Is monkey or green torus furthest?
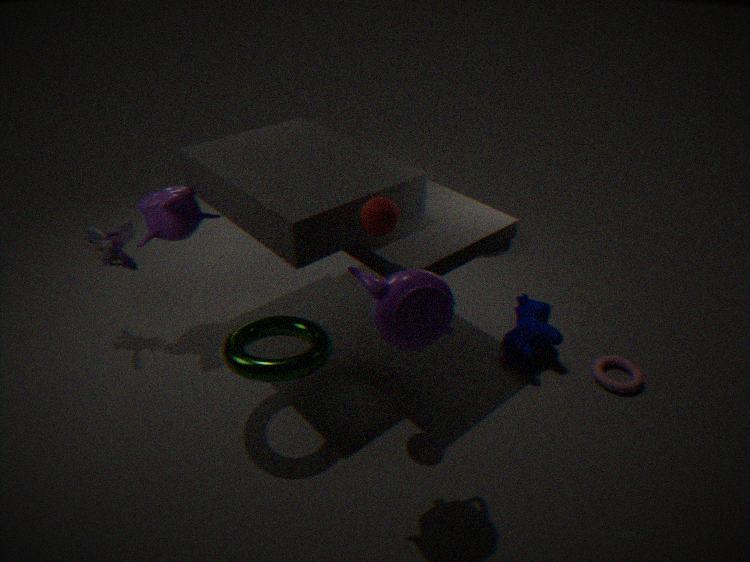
monkey
